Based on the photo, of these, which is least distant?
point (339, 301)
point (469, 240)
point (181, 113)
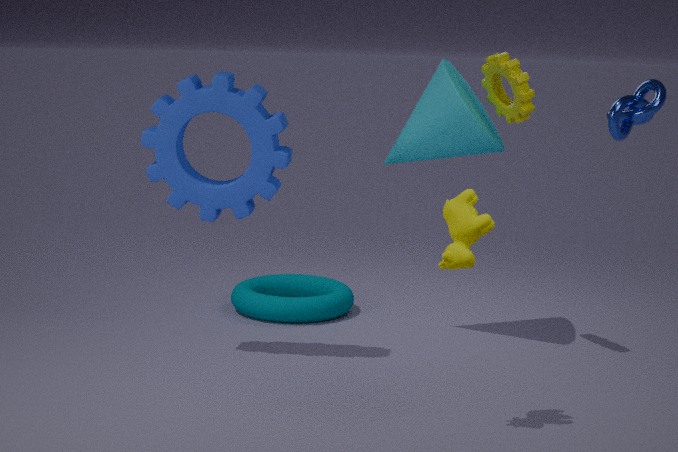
point (469, 240)
